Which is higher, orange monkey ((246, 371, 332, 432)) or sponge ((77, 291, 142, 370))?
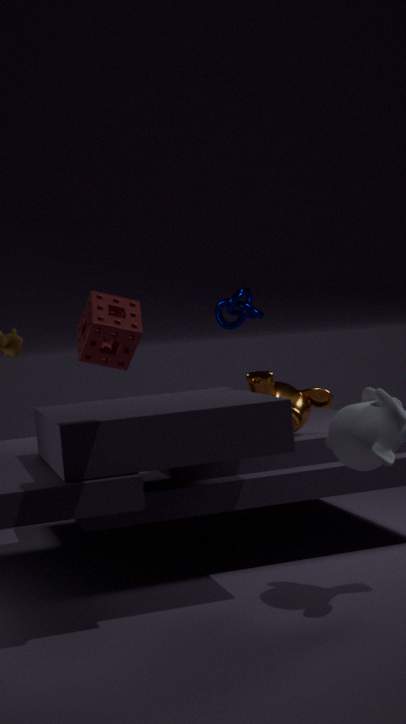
sponge ((77, 291, 142, 370))
